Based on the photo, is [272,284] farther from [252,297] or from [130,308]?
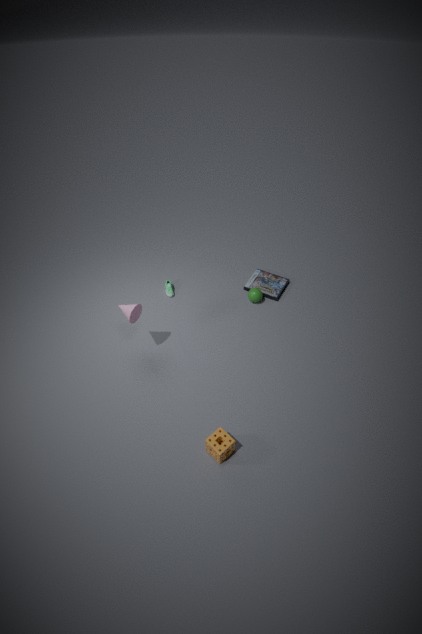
[130,308]
